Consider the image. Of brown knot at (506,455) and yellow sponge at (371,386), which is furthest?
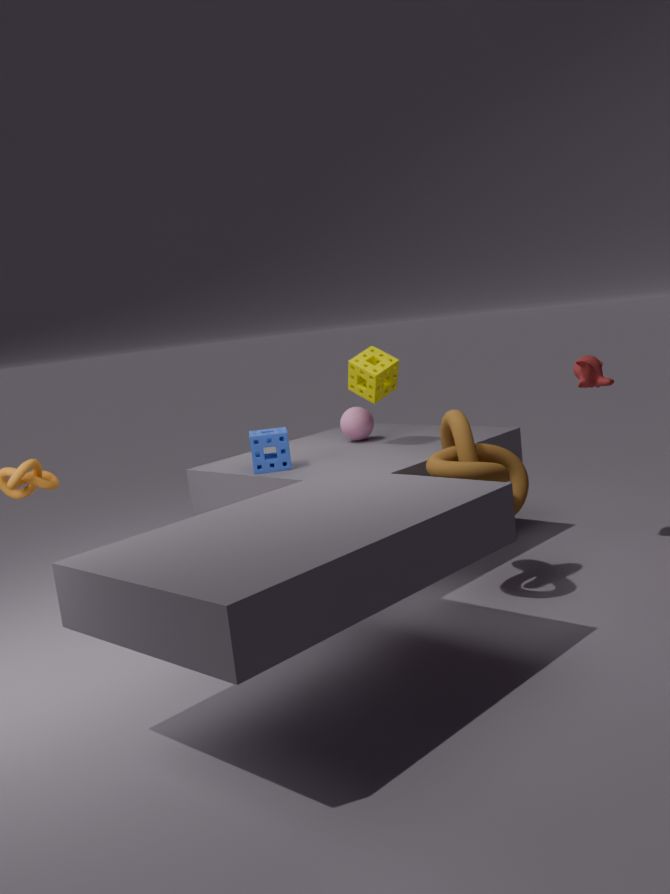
yellow sponge at (371,386)
